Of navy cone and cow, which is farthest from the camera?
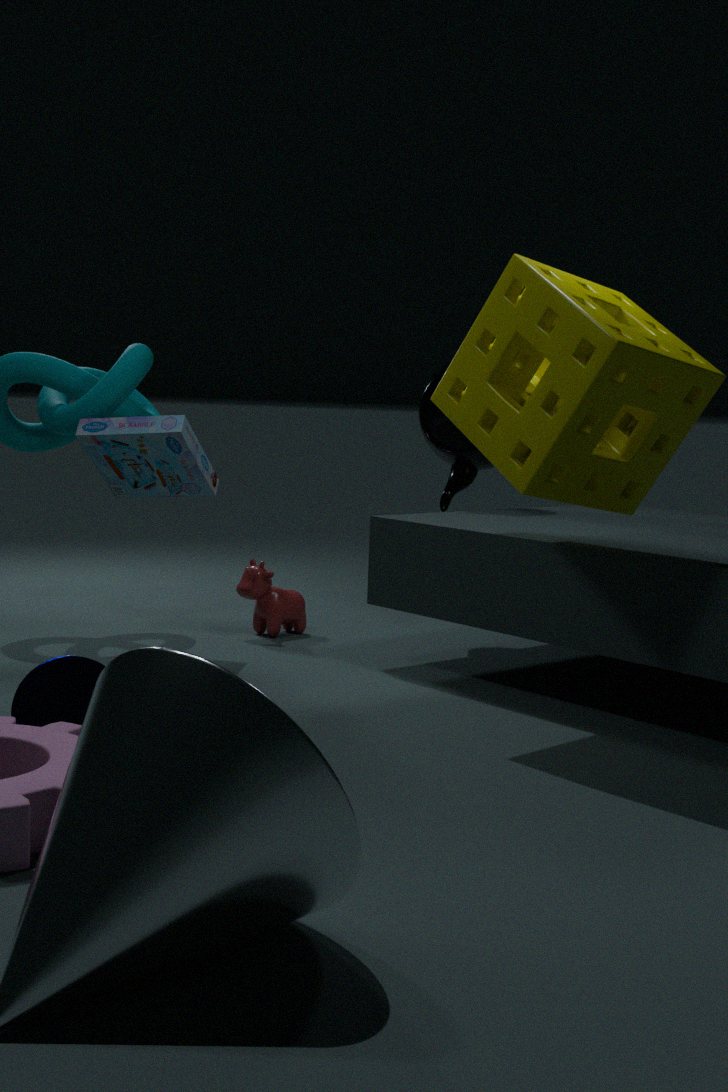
cow
